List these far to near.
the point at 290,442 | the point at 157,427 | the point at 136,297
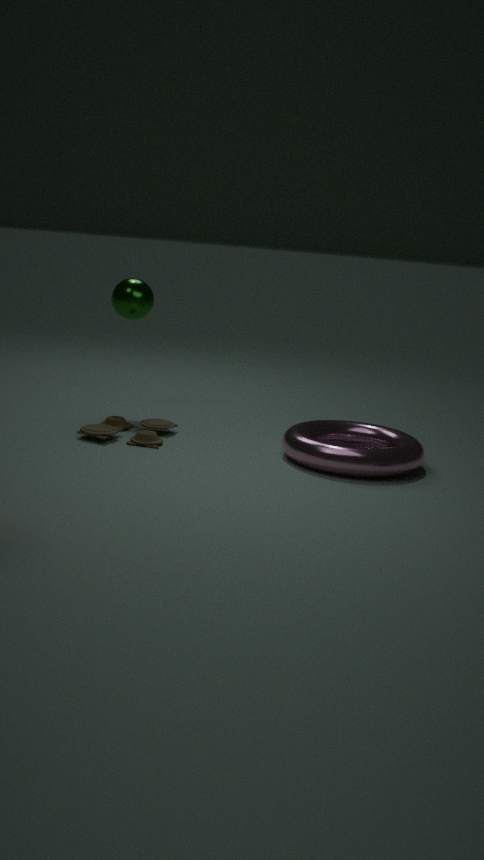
the point at 136,297 < the point at 157,427 < the point at 290,442
